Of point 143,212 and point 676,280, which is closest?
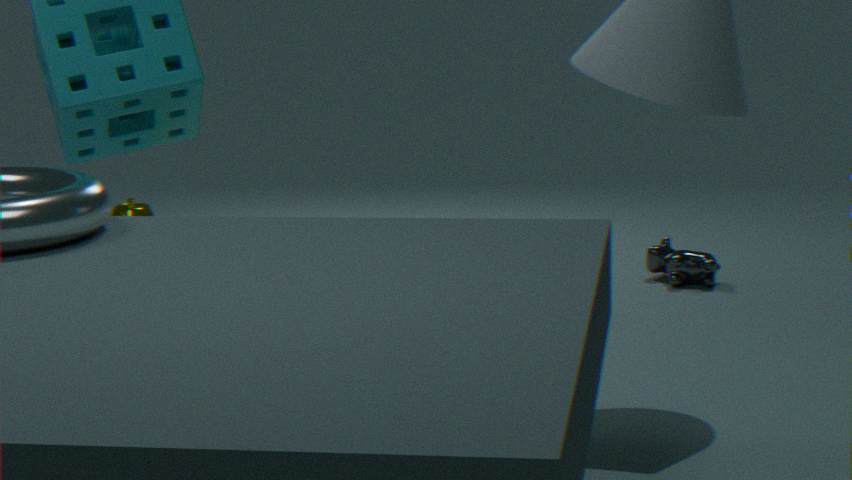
point 676,280
